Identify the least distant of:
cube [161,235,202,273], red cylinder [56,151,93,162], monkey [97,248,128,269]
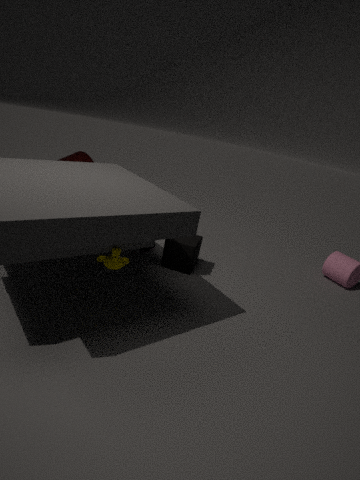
monkey [97,248,128,269]
